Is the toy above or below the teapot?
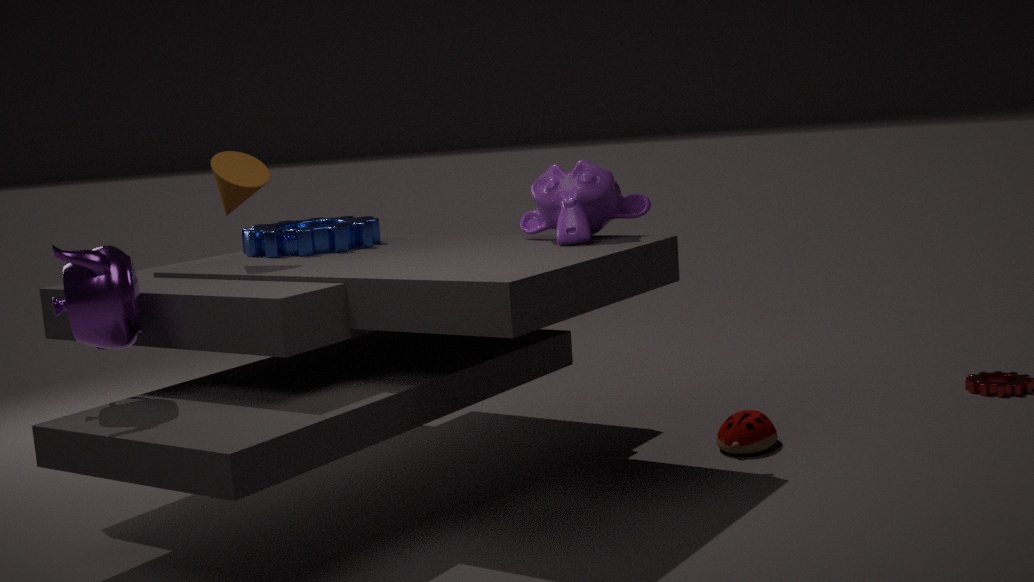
below
